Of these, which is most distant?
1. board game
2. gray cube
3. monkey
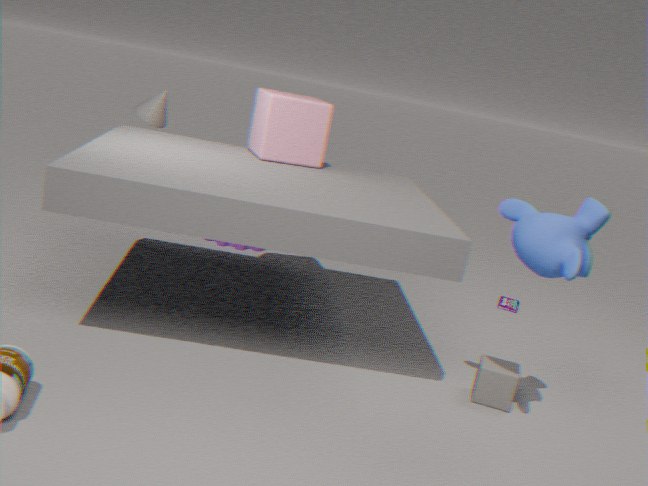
board game
